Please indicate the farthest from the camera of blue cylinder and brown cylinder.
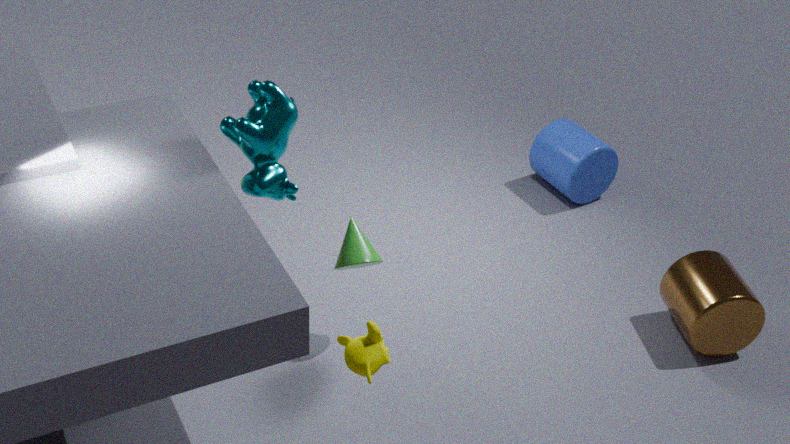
blue cylinder
